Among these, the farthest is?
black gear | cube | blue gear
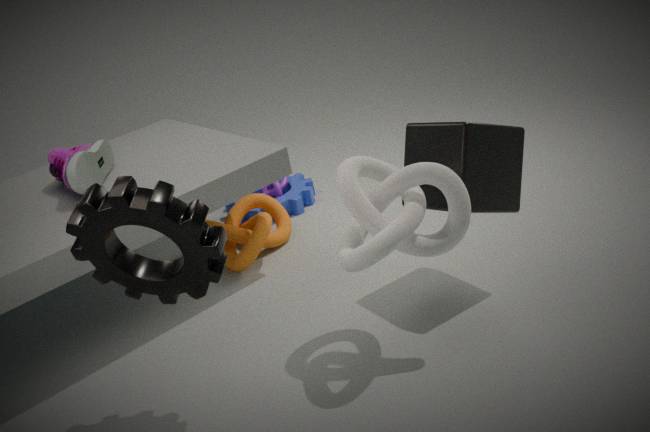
blue gear
